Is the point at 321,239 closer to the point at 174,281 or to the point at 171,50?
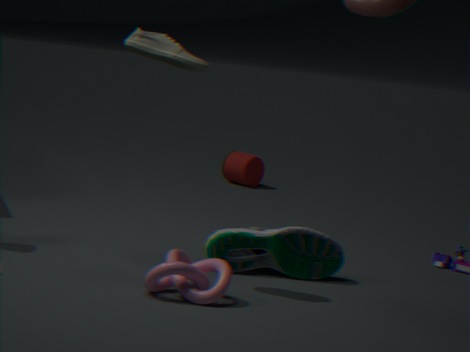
the point at 174,281
